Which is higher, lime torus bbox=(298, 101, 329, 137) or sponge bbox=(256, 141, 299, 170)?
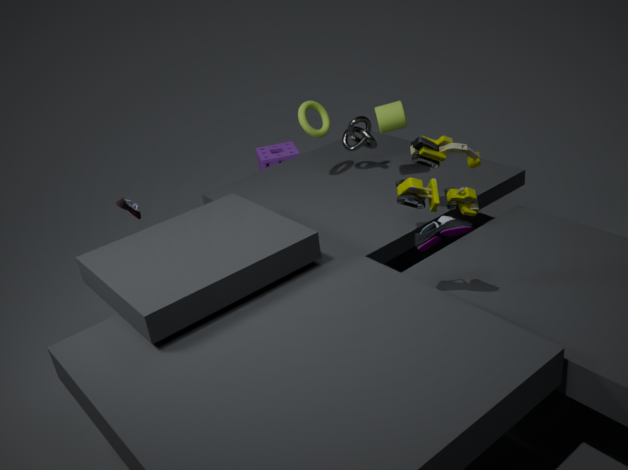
lime torus bbox=(298, 101, 329, 137)
